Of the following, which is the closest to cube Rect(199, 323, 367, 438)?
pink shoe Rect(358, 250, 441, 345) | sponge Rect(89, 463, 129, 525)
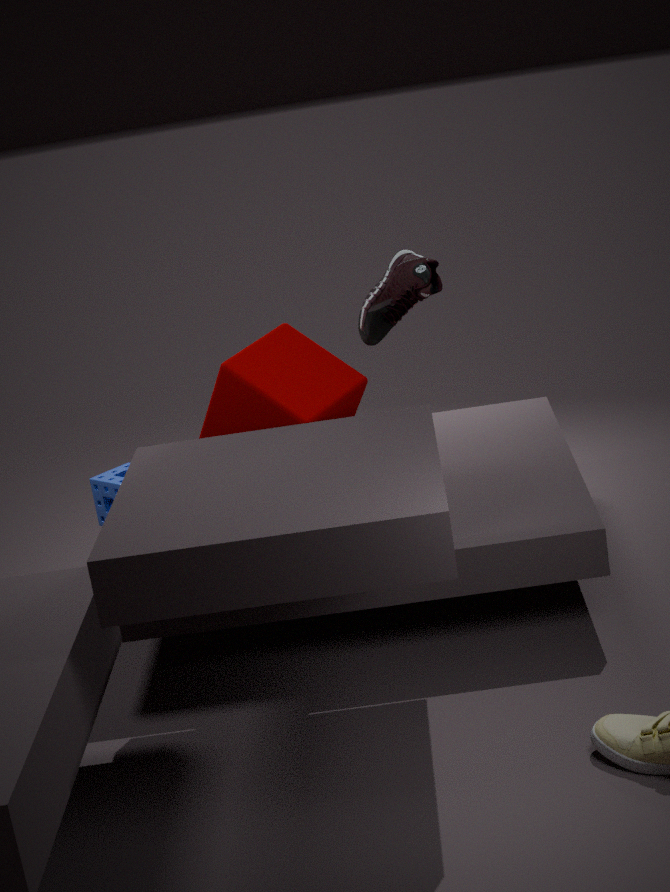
pink shoe Rect(358, 250, 441, 345)
